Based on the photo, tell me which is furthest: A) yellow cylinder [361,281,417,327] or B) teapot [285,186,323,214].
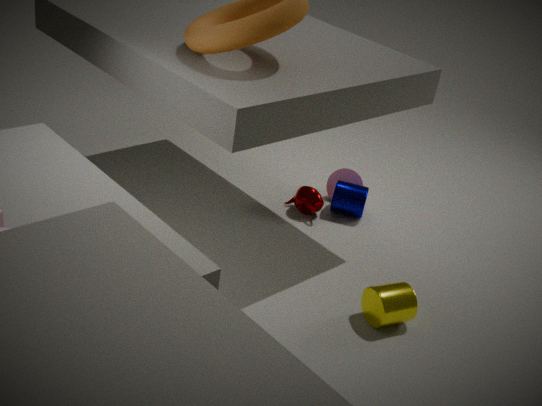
B. teapot [285,186,323,214]
